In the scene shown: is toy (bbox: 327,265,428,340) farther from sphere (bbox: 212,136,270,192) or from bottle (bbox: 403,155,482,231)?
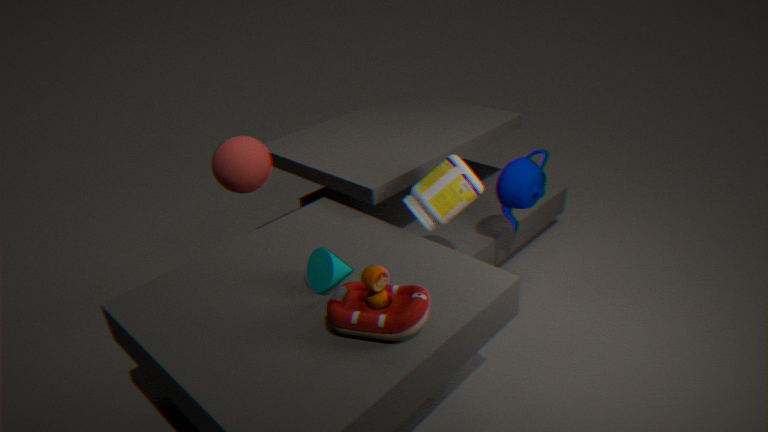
sphere (bbox: 212,136,270,192)
